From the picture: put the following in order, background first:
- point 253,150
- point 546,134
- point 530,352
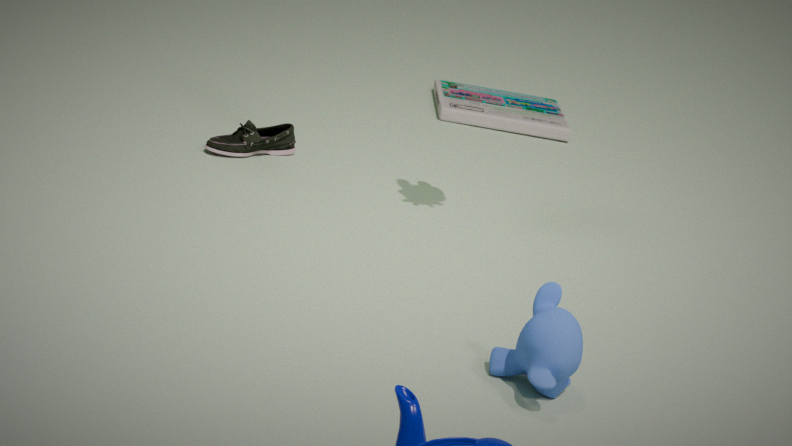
point 546,134
point 253,150
point 530,352
